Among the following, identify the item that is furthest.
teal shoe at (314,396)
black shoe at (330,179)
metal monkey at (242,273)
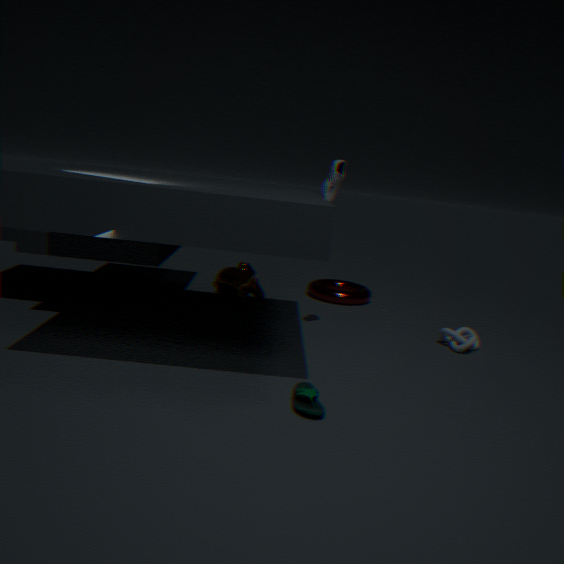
metal monkey at (242,273)
